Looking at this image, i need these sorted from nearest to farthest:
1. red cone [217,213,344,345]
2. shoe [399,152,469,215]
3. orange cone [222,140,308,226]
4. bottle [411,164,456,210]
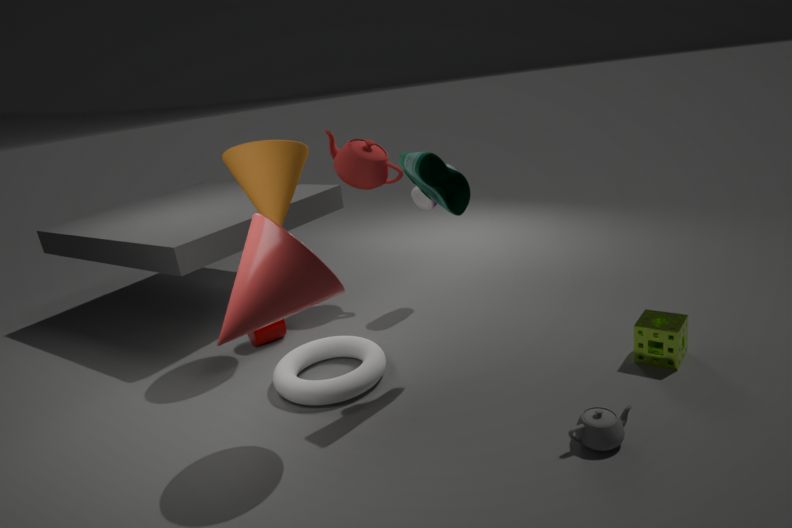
red cone [217,213,344,345]
shoe [399,152,469,215]
orange cone [222,140,308,226]
bottle [411,164,456,210]
